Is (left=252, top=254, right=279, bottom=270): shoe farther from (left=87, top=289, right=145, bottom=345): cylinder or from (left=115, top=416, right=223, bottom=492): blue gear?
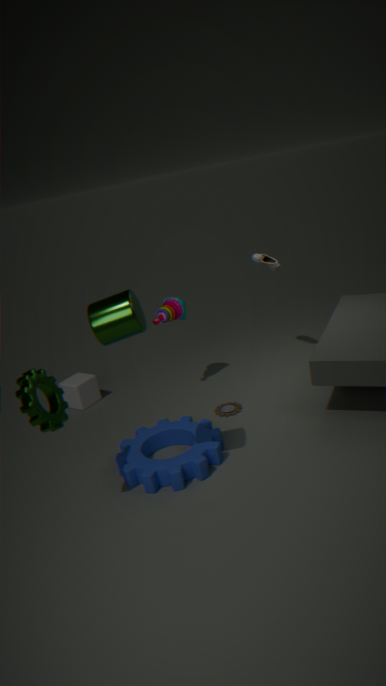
(left=87, top=289, right=145, bottom=345): cylinder
